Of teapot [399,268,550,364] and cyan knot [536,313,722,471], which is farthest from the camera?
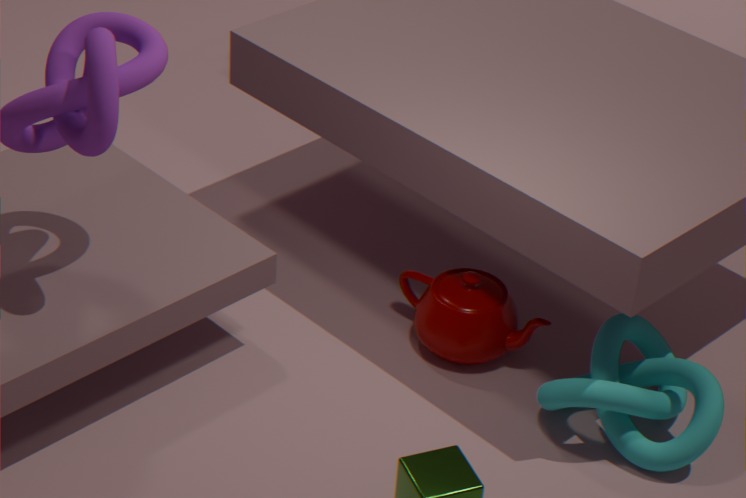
teapot [399,268,550,364]
